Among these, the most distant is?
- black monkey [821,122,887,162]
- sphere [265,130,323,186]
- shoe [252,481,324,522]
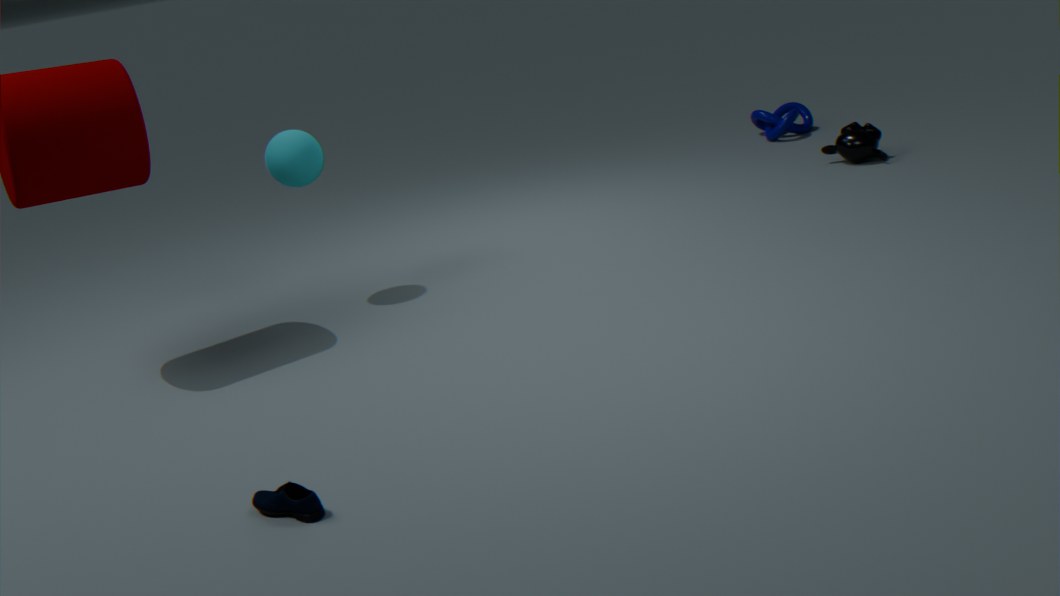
black monkey [821,122,887,162]
